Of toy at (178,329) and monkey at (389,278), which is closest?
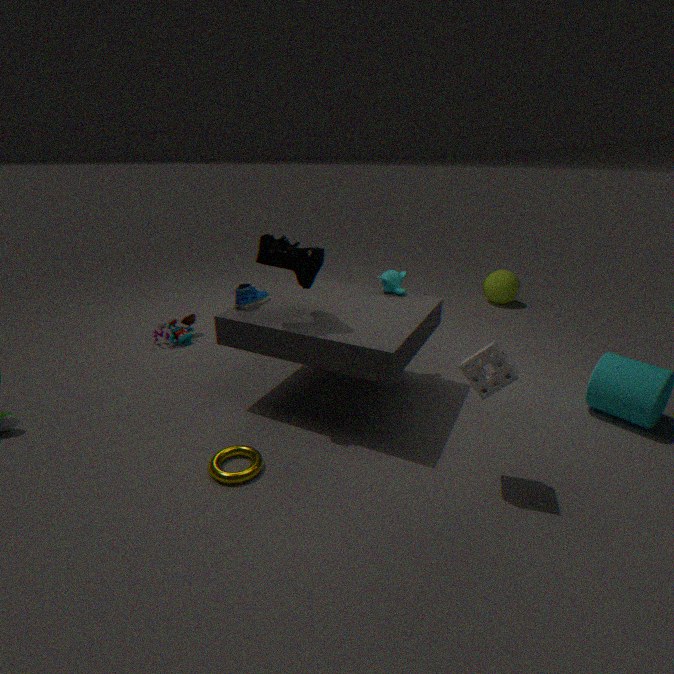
monkey at (389,278)
